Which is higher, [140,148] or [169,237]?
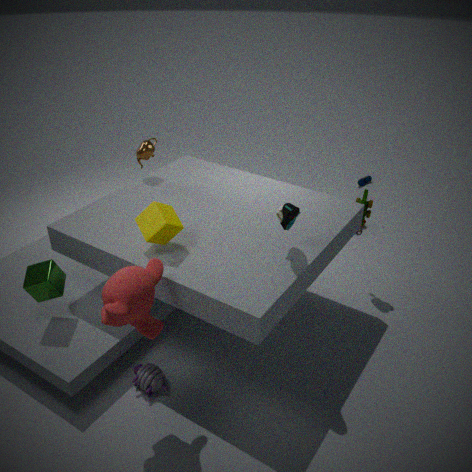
[140,148]
